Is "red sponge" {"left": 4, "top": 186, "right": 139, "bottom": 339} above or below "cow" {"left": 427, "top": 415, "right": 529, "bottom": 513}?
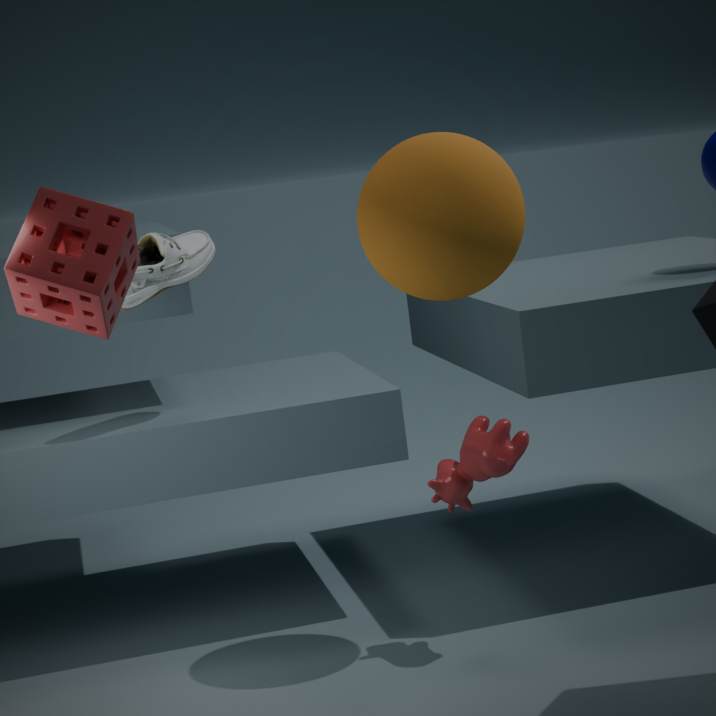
above
